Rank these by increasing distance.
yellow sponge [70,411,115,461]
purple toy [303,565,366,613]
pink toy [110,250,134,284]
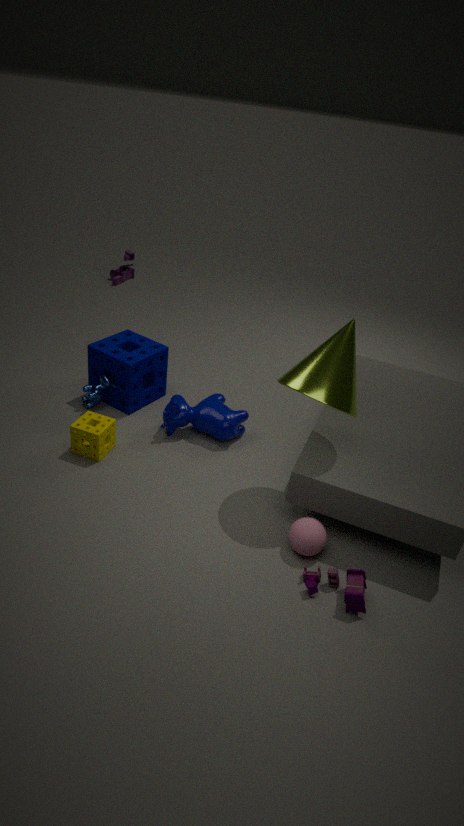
purple toy [303,565,366,613]
yellow sponge [70,411,115,461]
pink toy [110,250,134,284]
